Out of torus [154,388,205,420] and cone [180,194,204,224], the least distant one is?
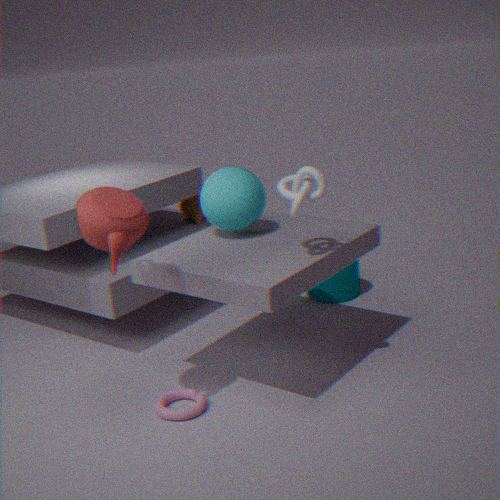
torus [154,388,205,420]
